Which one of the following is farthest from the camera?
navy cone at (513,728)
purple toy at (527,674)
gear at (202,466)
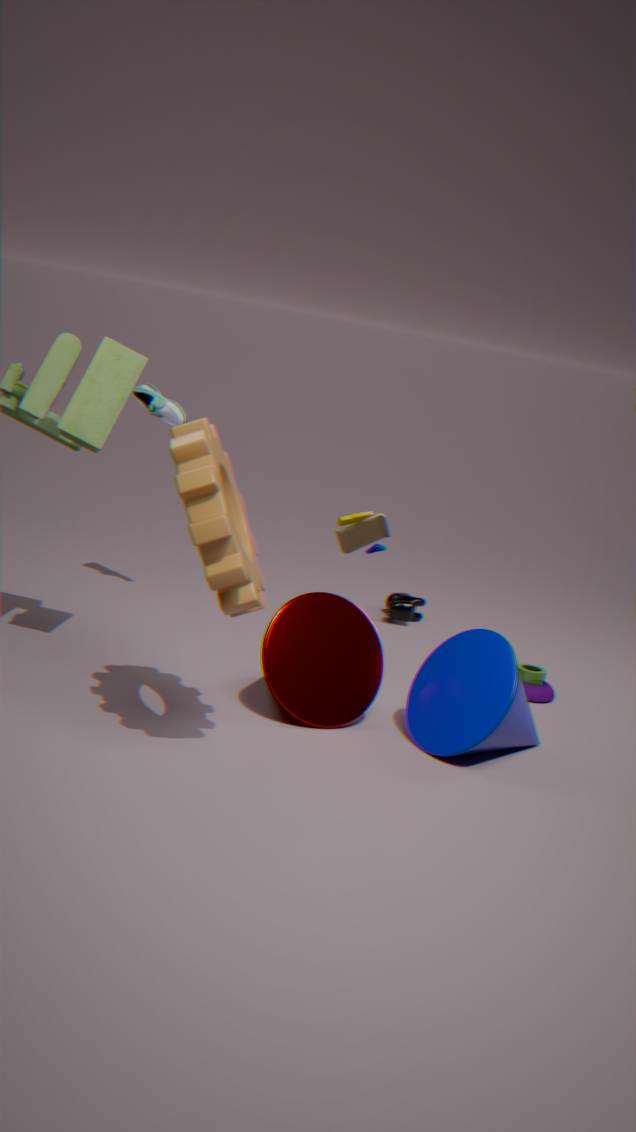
purple toy at (527,674)
